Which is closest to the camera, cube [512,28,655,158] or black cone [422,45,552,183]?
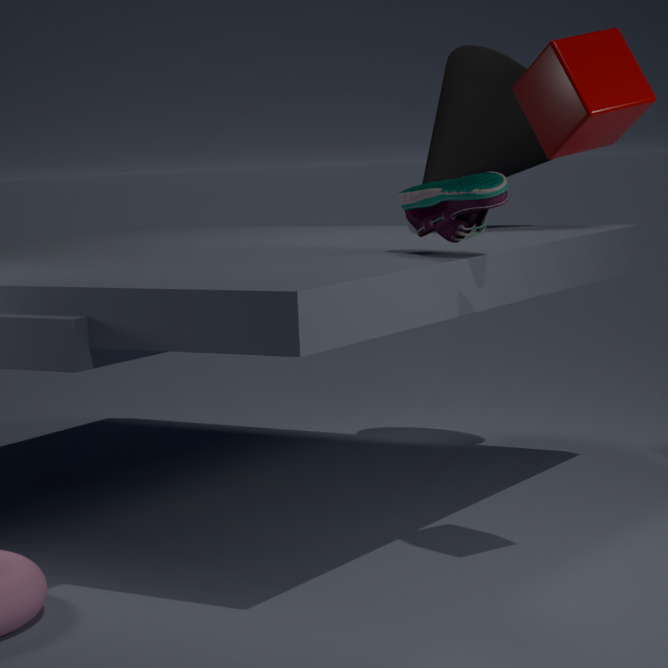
cube [512,28,655,158]
